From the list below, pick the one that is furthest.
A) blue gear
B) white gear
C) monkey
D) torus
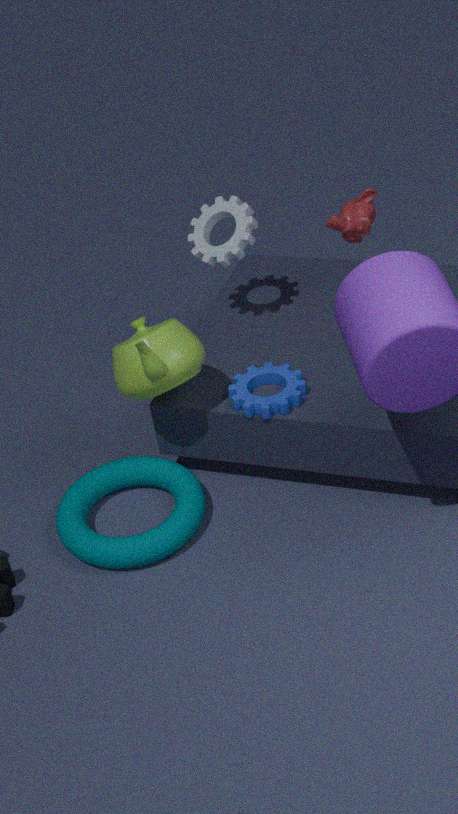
white gear
